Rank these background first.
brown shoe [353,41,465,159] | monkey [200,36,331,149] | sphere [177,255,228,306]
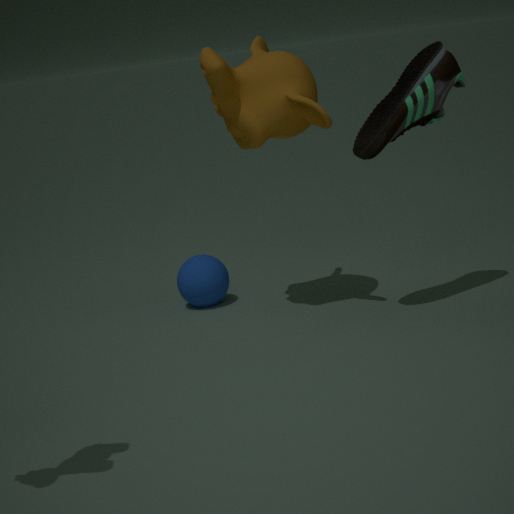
sphere [177,255,228,306] < monkey [200,36,331,149] < brown shoe [353,41,465,159]
